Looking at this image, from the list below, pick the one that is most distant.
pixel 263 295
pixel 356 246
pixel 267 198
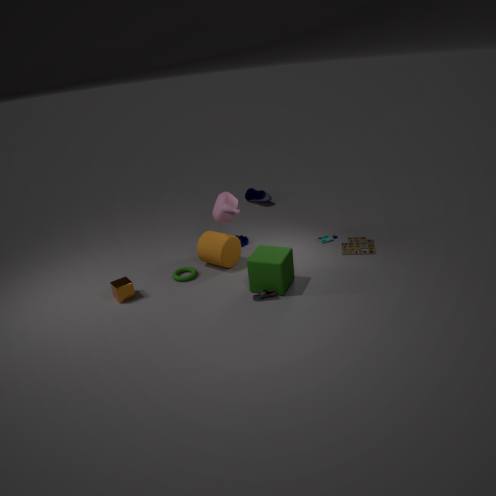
pixel 267 198
